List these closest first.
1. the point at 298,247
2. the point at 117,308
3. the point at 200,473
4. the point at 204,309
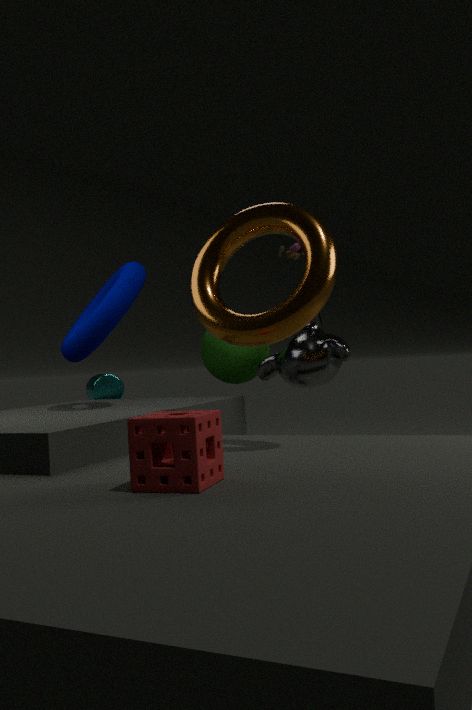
the point at 200,473
the point at 204,309
the point at 117,308
the point at 298,247
